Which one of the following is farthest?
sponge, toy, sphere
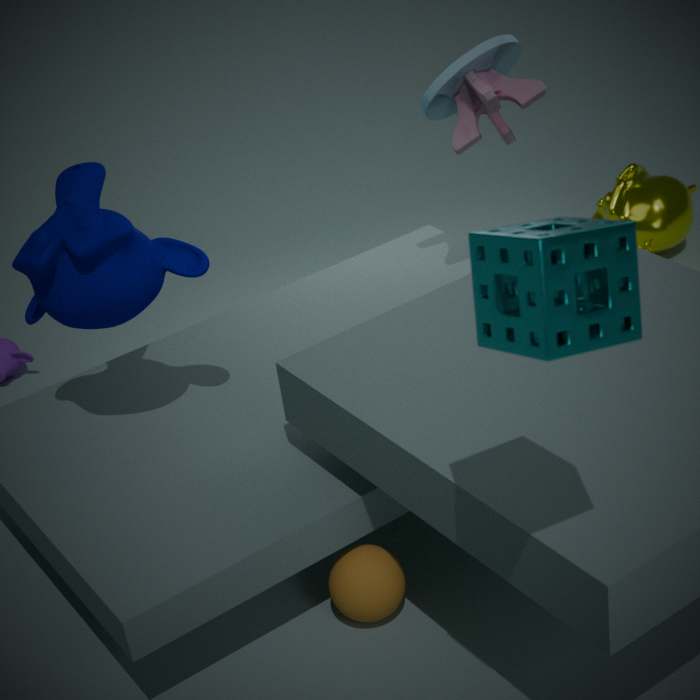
toy
